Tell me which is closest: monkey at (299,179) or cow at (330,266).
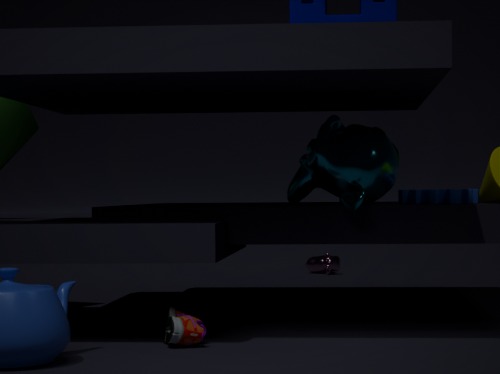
monkey at (299,179)
